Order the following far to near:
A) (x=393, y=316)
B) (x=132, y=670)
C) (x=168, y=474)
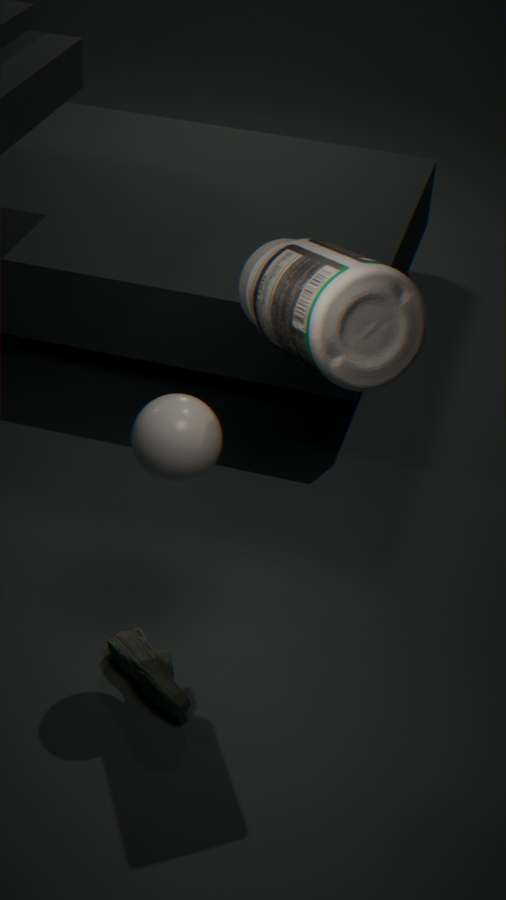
(x=132, y=670) < (x=168, y=474) < (x=393, y=316)
